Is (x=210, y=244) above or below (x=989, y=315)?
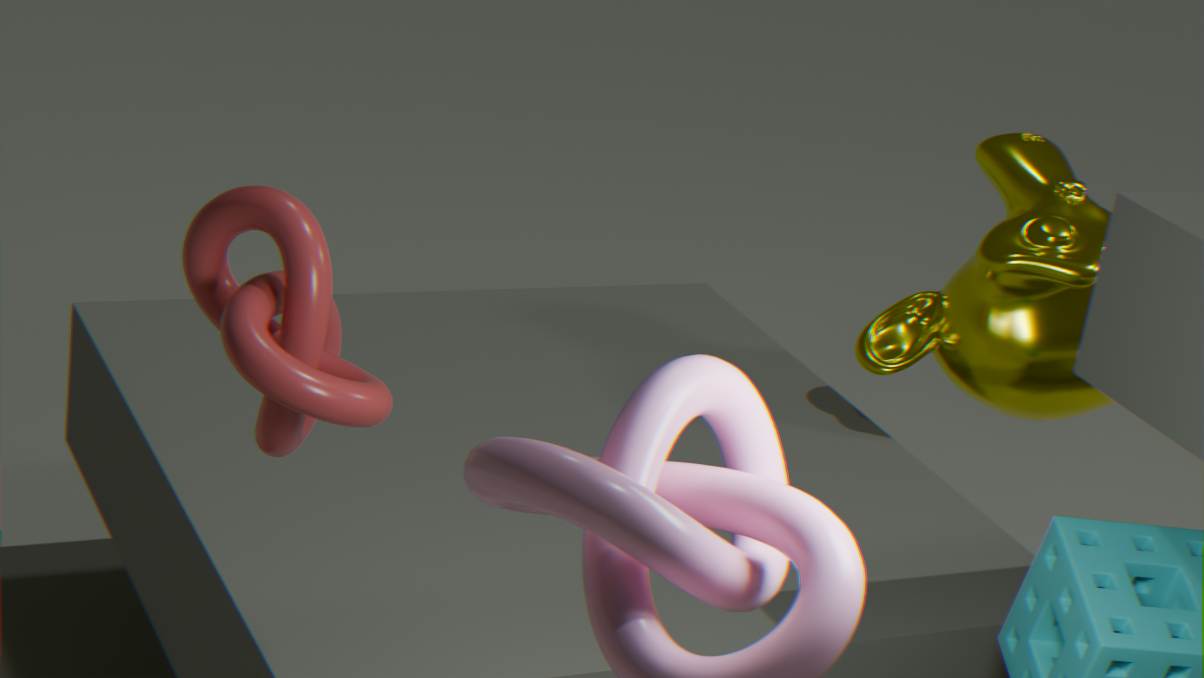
above
